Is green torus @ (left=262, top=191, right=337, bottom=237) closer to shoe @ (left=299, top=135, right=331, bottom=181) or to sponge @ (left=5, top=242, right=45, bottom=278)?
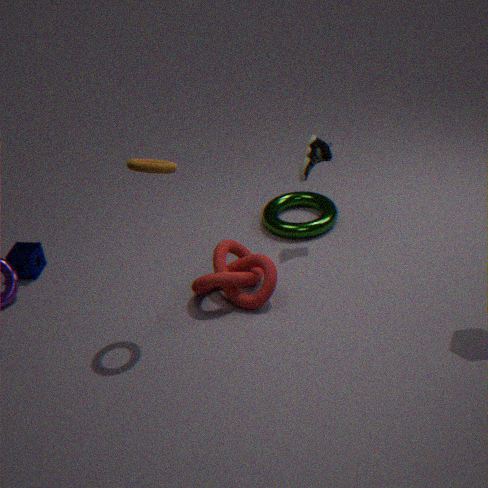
shoe @ (left=299, top=135, right=331, bottom=181)
